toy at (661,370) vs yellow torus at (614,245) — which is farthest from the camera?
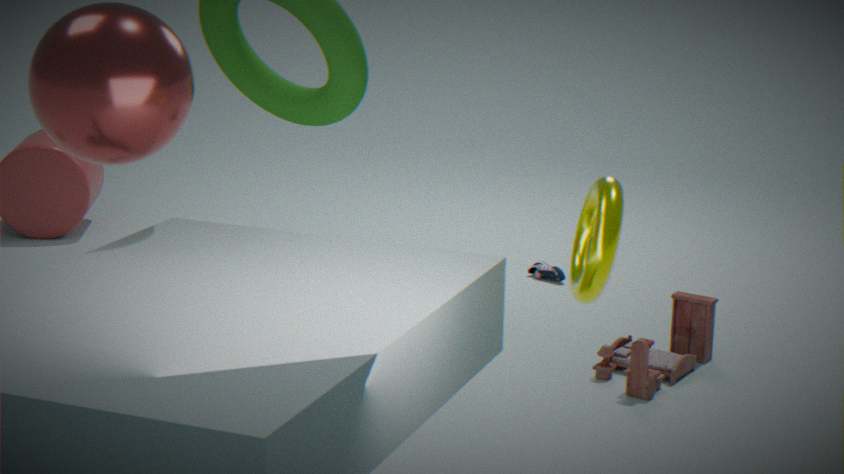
toy at (661,370)
